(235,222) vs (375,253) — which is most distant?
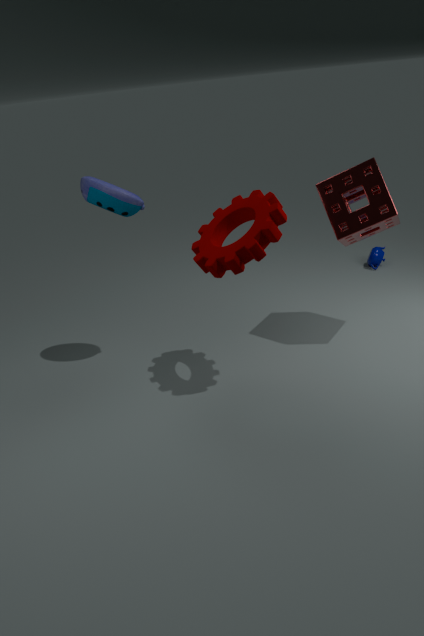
(375,253)
